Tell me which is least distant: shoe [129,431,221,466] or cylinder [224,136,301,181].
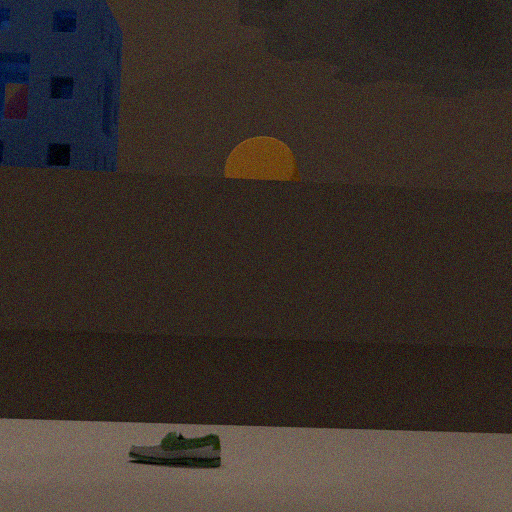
→ cylinder [224,136,301,181]
